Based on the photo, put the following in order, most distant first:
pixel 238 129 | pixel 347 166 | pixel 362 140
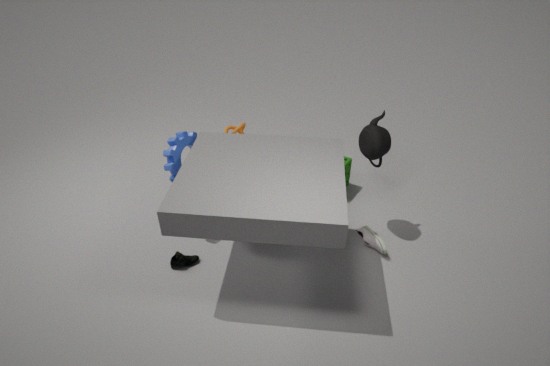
pixel 347 166 → pixel 238 129 → pixel 362 140
